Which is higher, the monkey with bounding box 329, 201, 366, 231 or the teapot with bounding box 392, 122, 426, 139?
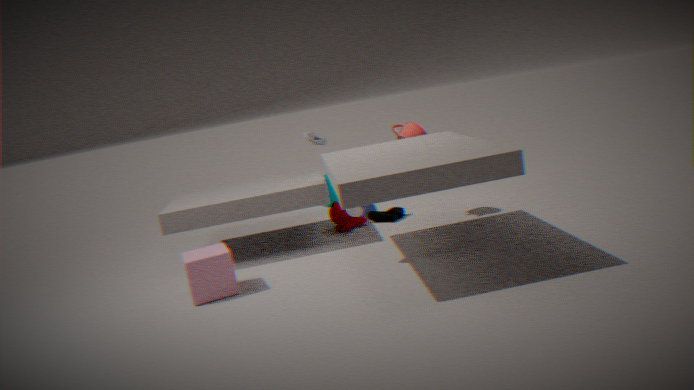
the teapot with bounding box 392, 122, 426, 139
